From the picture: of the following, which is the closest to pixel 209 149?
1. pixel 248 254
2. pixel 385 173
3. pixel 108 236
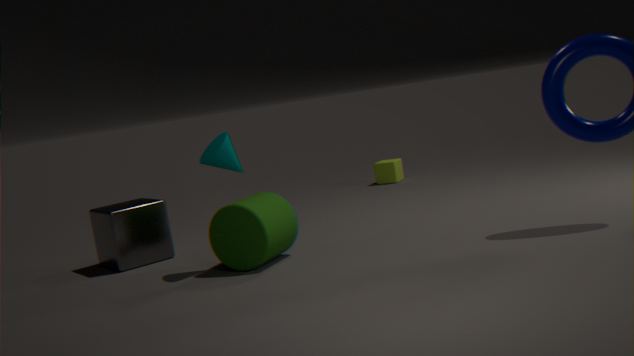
pixel 248 254
